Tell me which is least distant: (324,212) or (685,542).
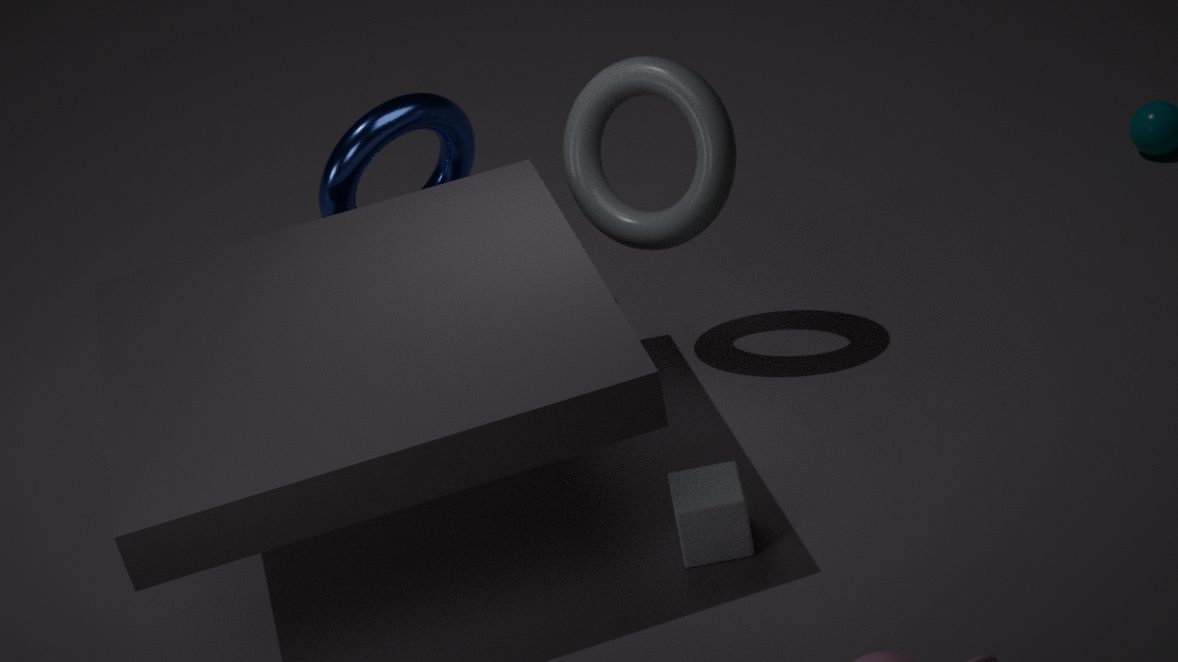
(685,542)
